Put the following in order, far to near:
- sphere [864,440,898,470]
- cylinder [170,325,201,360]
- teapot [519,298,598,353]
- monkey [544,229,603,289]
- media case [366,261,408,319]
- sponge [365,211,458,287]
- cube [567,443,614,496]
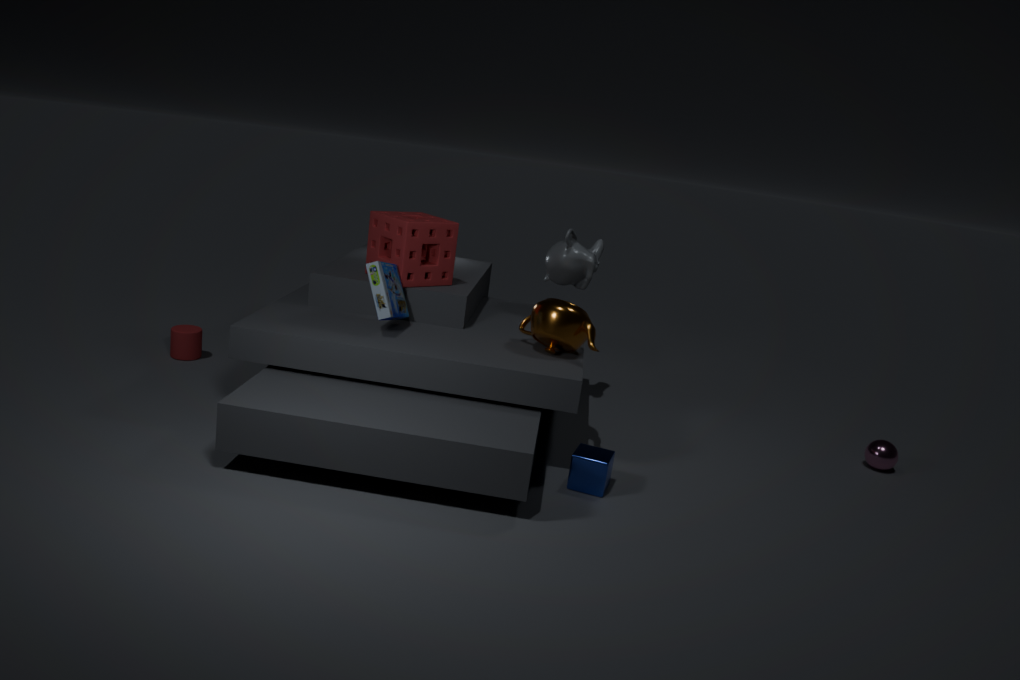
cylinder [170,325,201,360] → monkey [544,229,603,289] → sphere [864,440,898,470] → sponge [365,211,458,287] → teapot [519,298,598,353] → media case [366,261,408,319] → cube [567,443,614,496]
